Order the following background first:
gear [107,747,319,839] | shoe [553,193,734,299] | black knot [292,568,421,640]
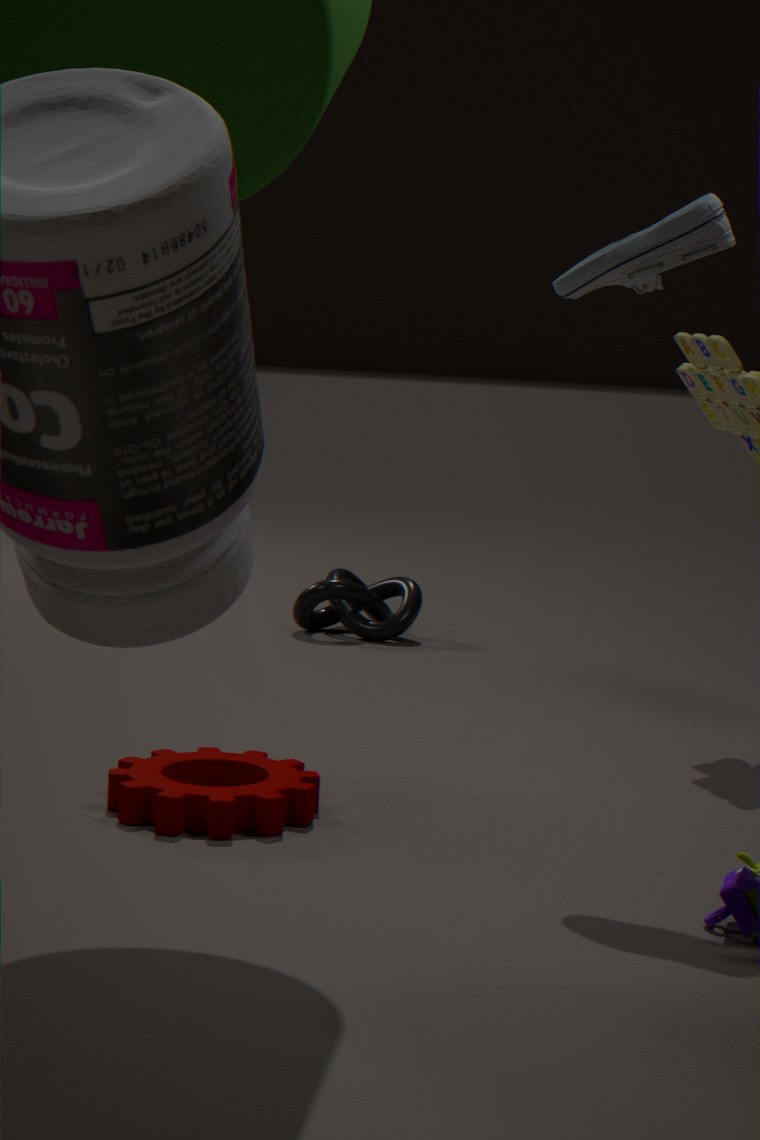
black knot [292,568,421,640], gear [107,747,319,839], shoe [553,193,734,299]
